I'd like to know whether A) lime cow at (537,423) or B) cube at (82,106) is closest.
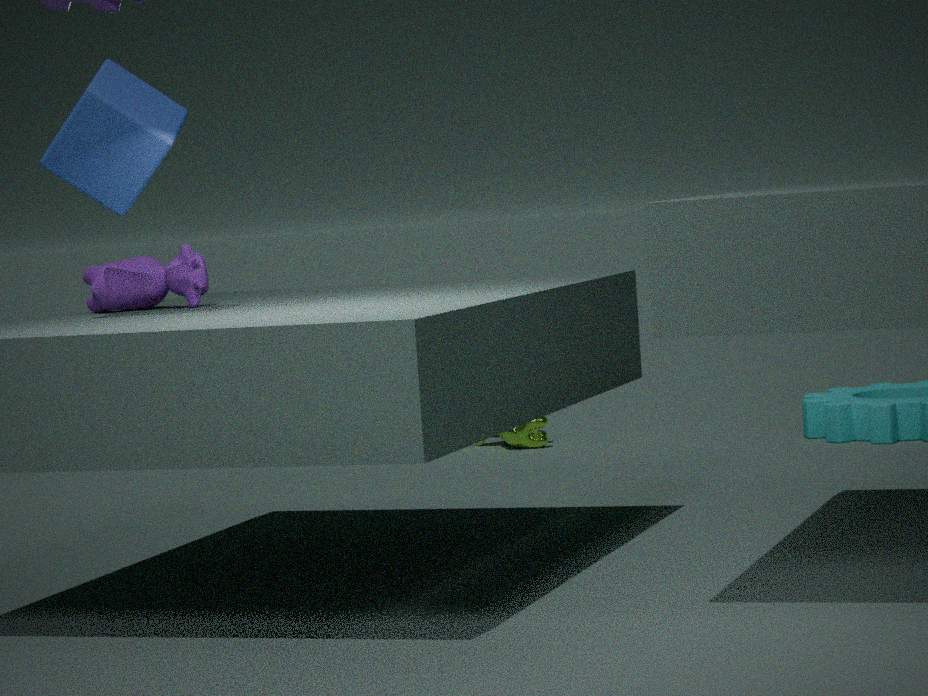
B. cube at (82,106)
